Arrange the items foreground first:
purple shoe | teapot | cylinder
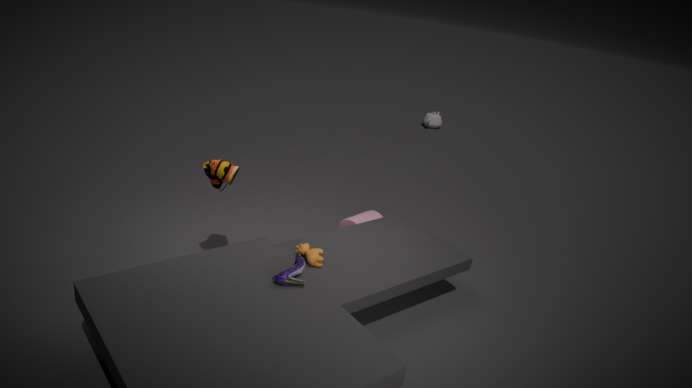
purple shoe
cylinder
teapot
